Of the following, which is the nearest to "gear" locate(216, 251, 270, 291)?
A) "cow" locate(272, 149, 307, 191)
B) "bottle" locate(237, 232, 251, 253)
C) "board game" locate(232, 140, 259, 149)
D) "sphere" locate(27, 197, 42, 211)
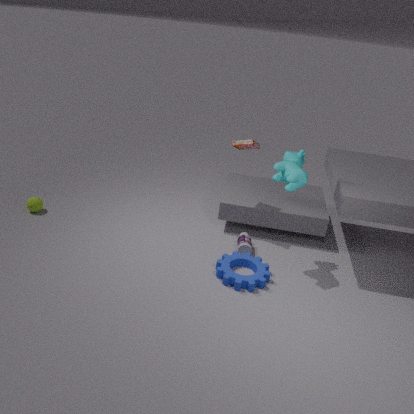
"bottle" locate(237, 232, 251, 253)
